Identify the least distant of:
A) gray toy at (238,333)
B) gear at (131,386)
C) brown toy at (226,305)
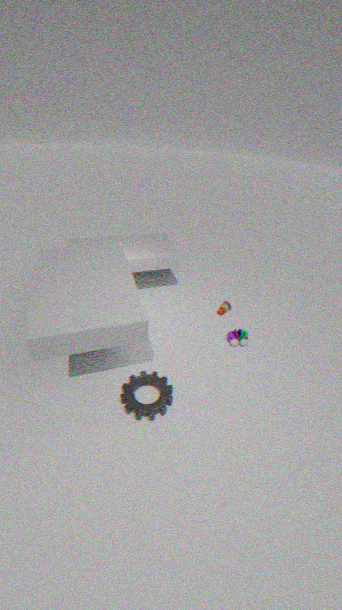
gear at (131,386)
